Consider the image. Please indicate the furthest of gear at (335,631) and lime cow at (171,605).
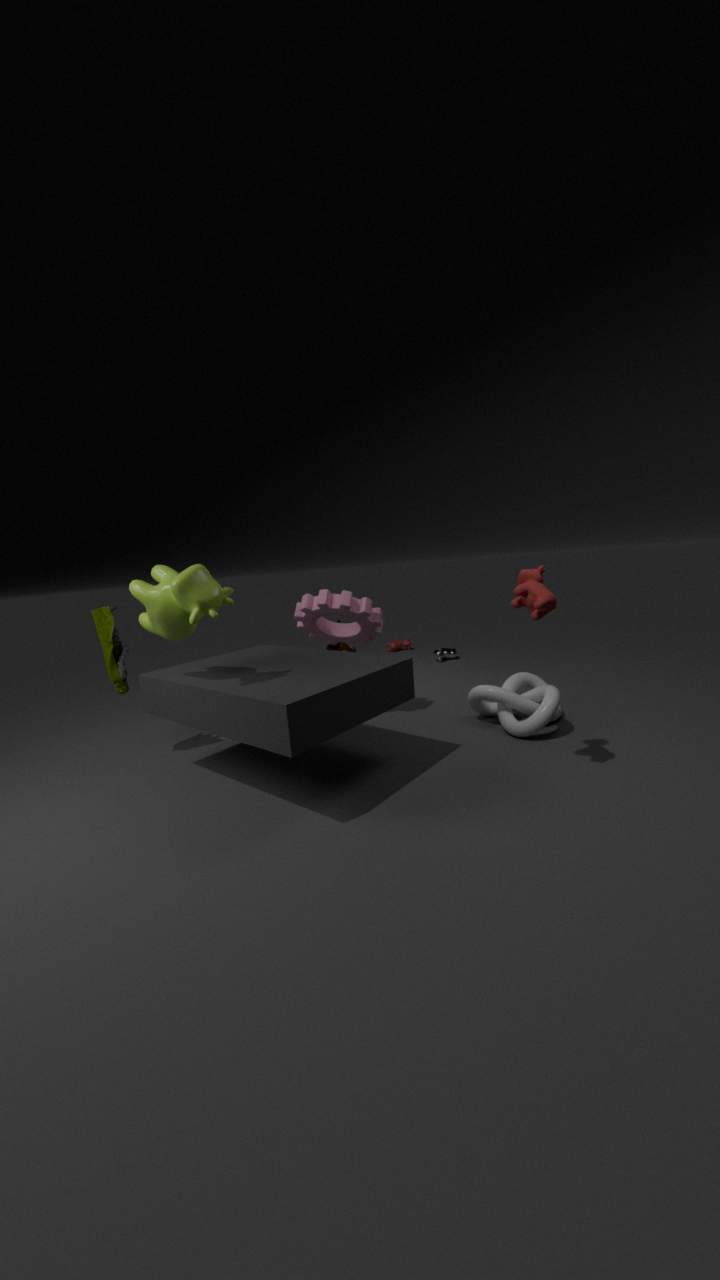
gear at (335,631)
